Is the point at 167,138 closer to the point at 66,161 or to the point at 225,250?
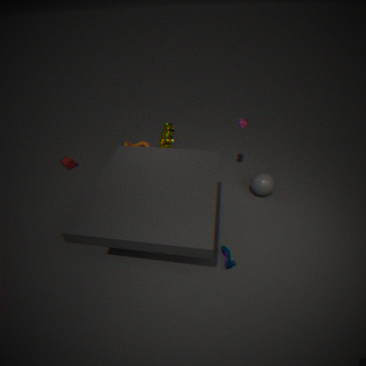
the point at 66,161
